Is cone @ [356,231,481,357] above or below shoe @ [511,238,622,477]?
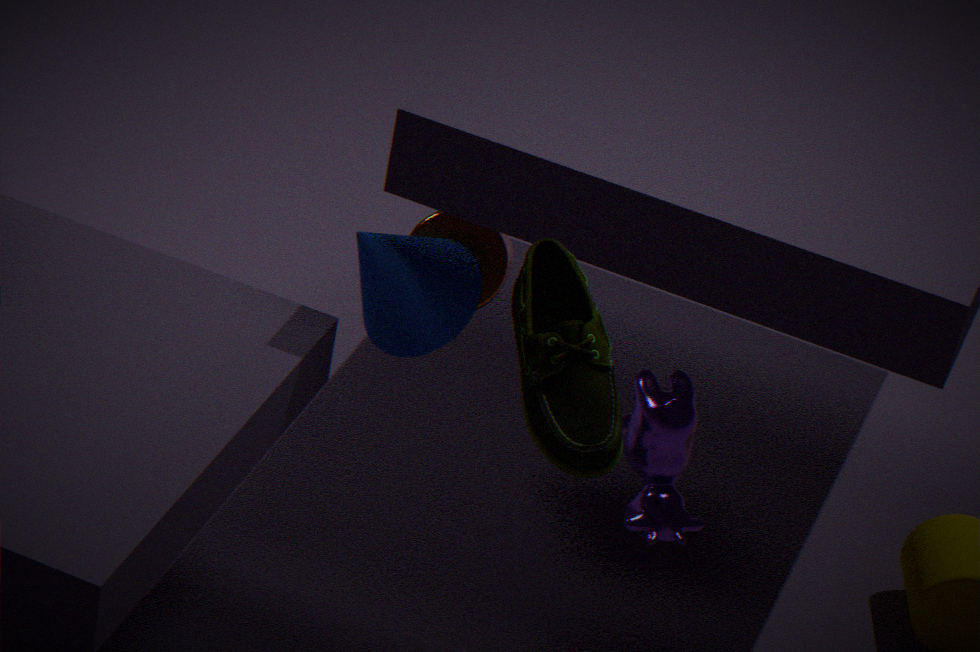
below
